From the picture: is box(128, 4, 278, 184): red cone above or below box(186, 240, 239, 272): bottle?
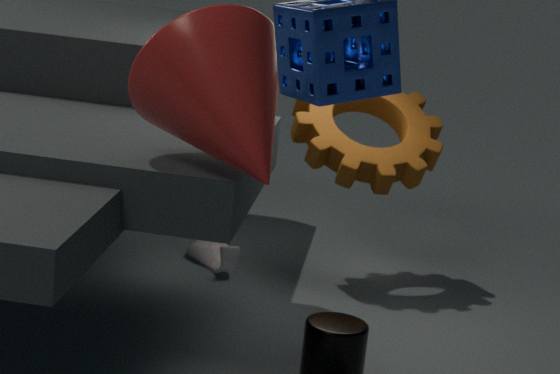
above
